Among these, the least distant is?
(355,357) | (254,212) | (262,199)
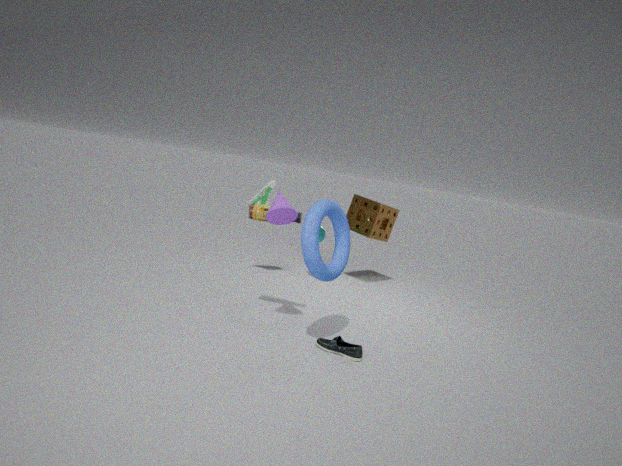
(355,357)
